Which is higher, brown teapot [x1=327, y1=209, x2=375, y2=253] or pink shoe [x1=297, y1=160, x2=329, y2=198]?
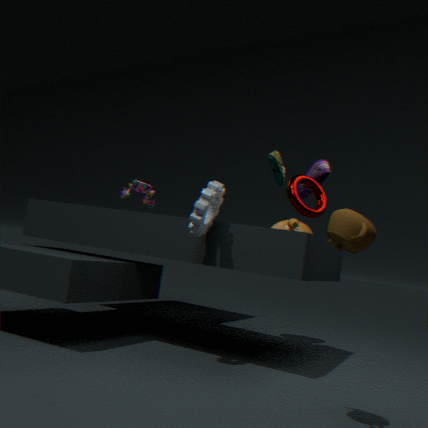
pink shoe [x1=297, y1=160, x2=329, y2=198]
